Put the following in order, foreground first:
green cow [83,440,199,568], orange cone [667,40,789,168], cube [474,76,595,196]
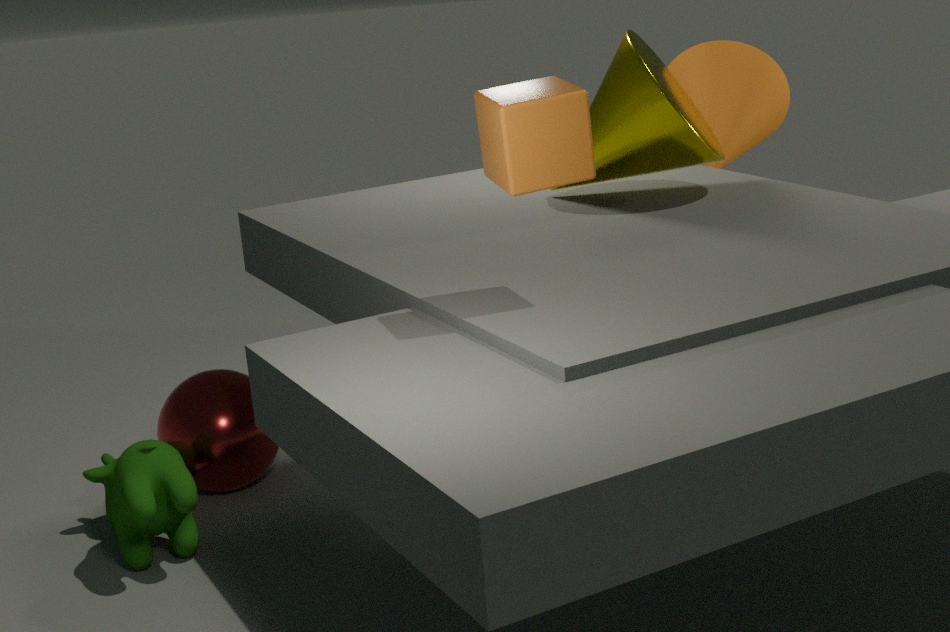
cube [474,76,595,196] → green cow [83,440,199,568] → orange cone [667,40,789,168]
